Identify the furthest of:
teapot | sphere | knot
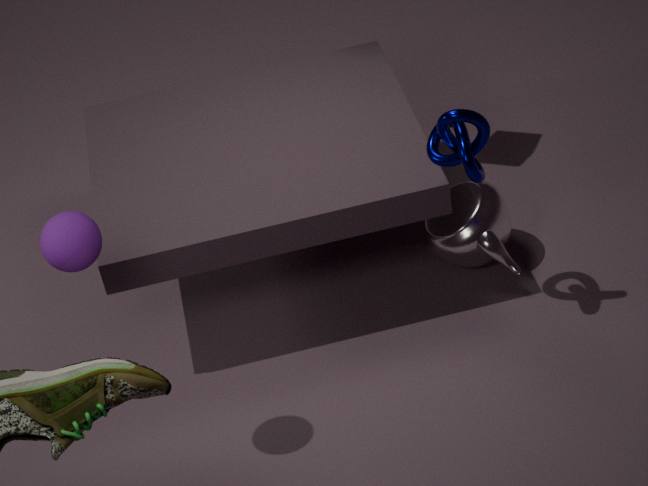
teapot
